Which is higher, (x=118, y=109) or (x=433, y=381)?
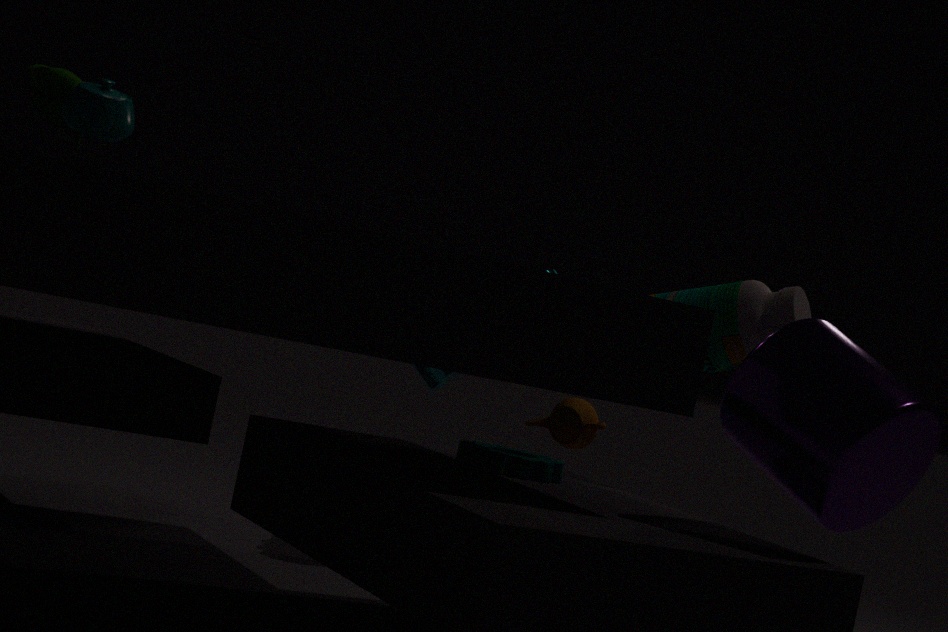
(x=118, y=109)
